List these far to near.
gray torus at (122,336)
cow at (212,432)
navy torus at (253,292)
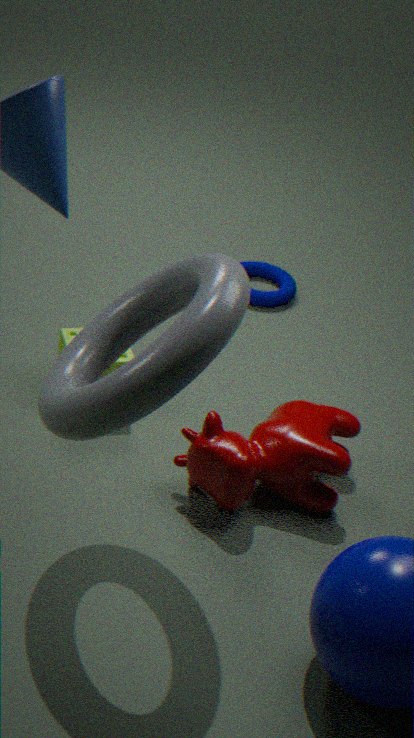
1. navy torus at (253,292)
2. cow at (212,432)
3. gray torus at (122,336)
